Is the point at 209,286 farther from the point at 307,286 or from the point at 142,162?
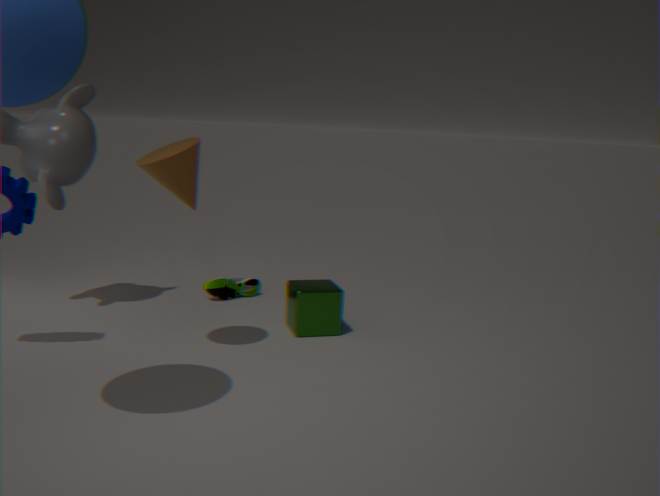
the point at 142,162
